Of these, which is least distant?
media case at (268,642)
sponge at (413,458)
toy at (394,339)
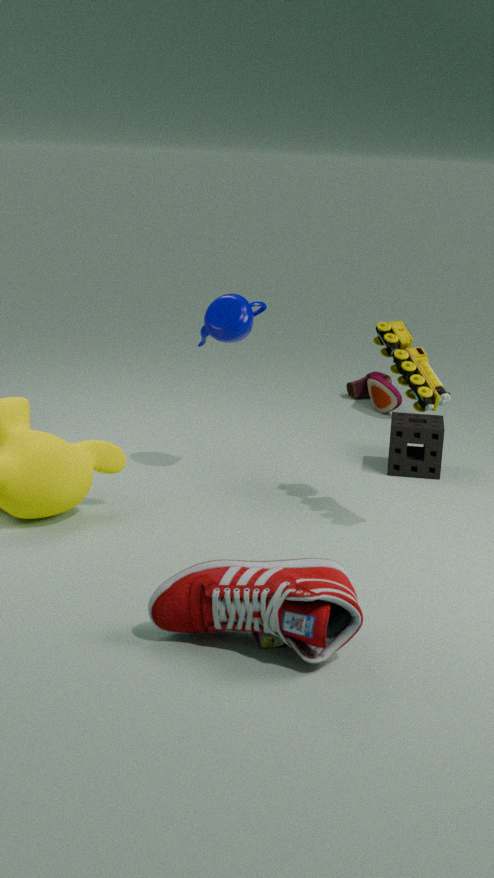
media case at (268,642)
